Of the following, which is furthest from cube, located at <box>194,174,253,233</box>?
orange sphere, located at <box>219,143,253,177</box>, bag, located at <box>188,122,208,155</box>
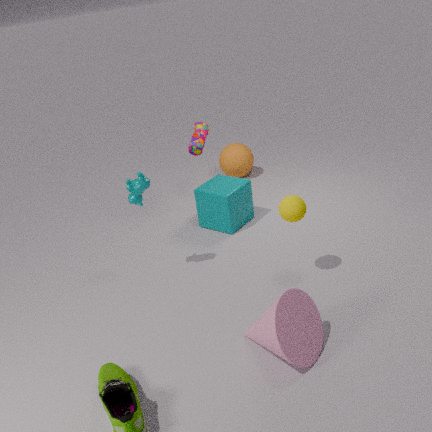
orange sphere, located at <box>219,143,253,177</box>
